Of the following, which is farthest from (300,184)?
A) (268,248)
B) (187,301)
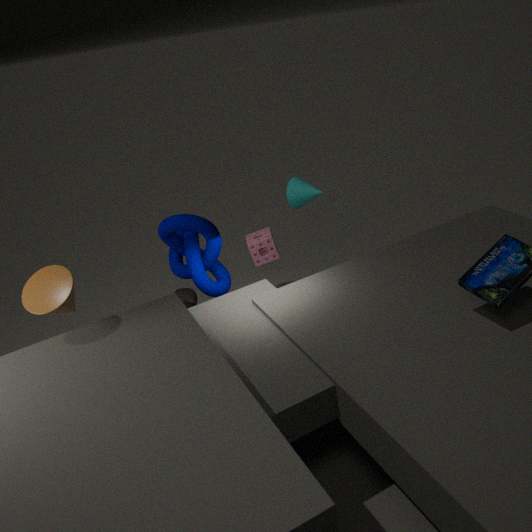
(187,301)
